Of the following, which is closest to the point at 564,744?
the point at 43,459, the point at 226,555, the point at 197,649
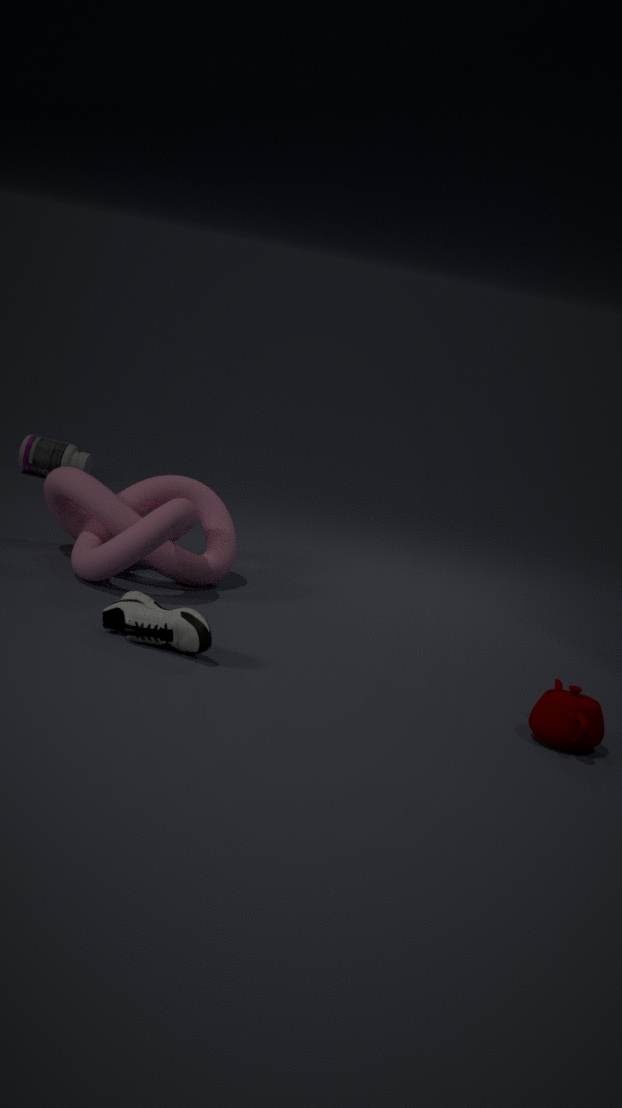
the point at 197,649
